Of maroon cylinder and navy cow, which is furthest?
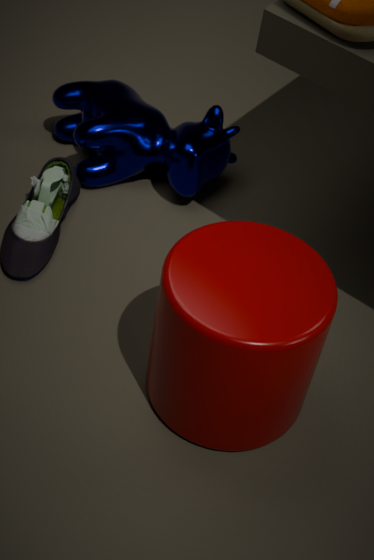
navy cow
